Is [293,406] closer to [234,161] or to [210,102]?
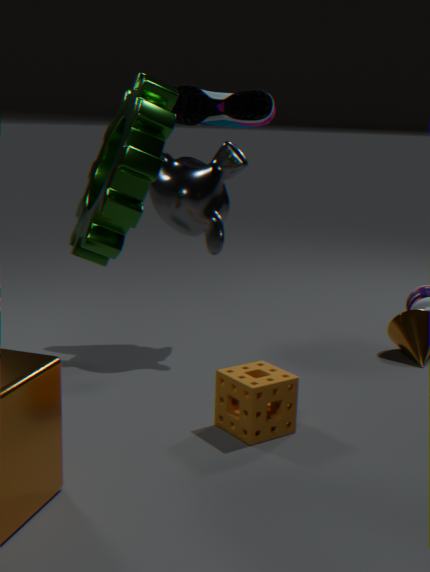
[234,161]
